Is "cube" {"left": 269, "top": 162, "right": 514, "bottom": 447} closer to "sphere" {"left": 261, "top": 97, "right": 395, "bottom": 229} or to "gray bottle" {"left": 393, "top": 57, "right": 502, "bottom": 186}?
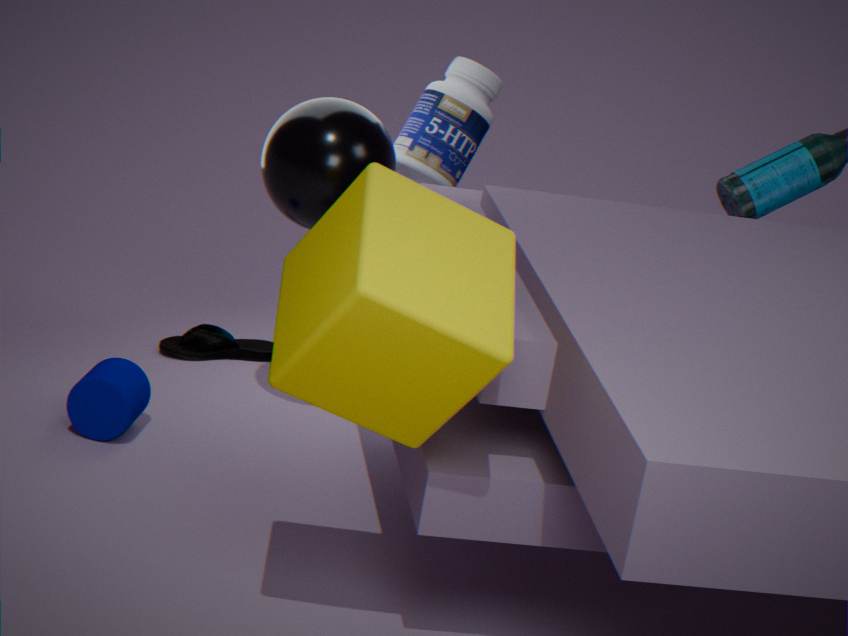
"sphere" {"left": 261, "top": 97, "right": 395, "bottom": 229}
